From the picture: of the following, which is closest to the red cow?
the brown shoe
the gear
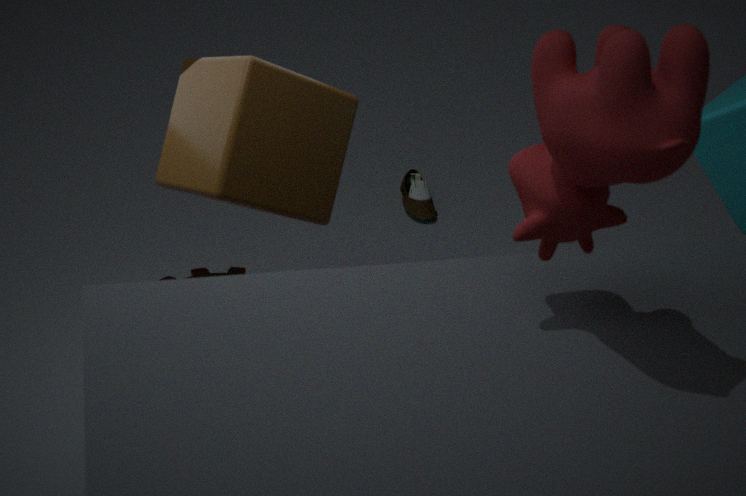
the gear
